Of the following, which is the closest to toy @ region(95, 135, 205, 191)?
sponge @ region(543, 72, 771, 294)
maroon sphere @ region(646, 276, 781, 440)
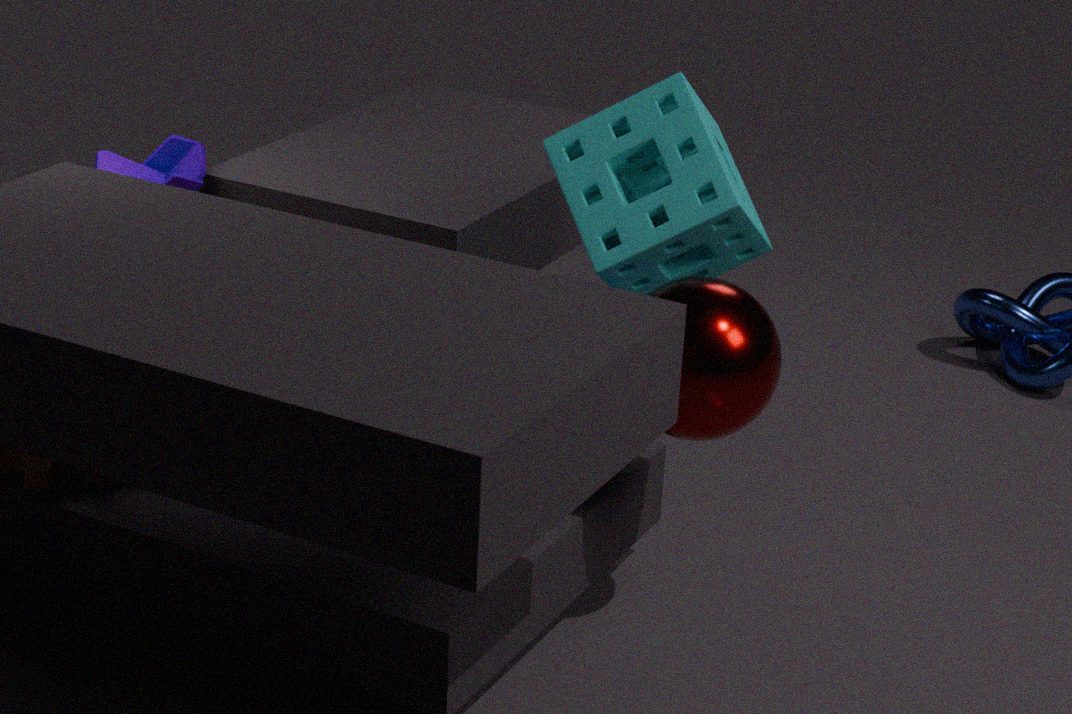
sponge @ region(543, 72, 771, 294)
